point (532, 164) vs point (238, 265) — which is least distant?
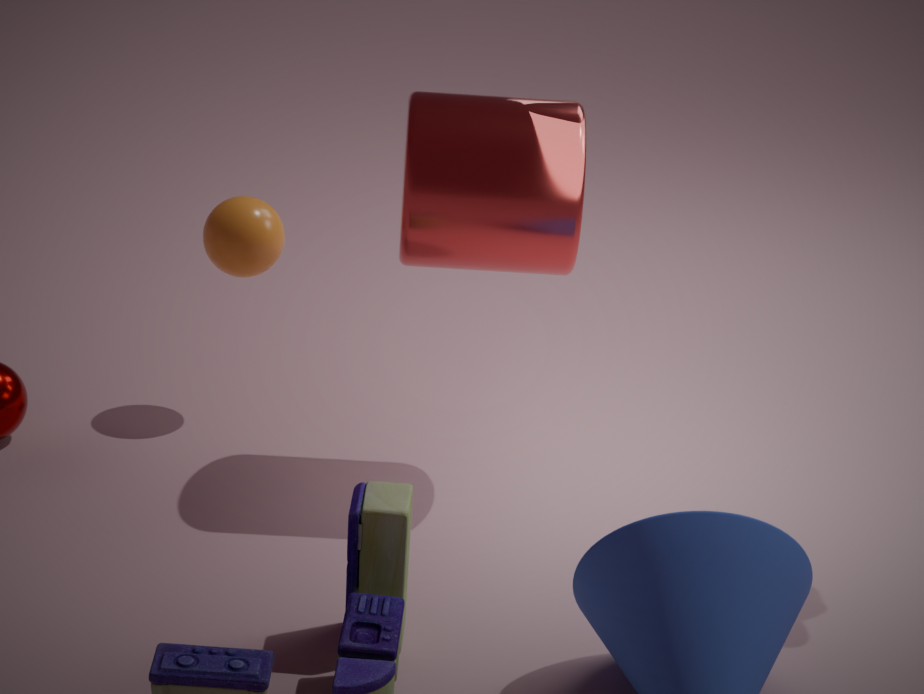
point (532, 164)
